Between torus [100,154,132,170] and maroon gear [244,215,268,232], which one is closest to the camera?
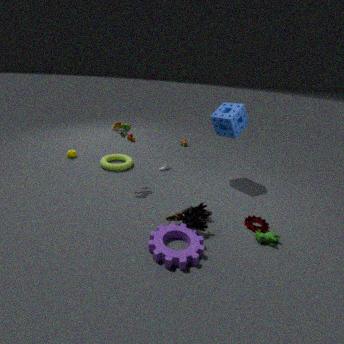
maroon gear [244,215,268,232]
